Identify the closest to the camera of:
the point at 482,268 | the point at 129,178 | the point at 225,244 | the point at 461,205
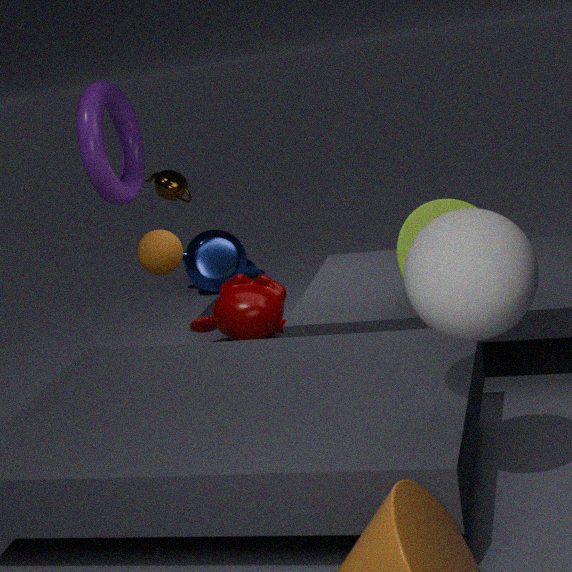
the point at 482,268
